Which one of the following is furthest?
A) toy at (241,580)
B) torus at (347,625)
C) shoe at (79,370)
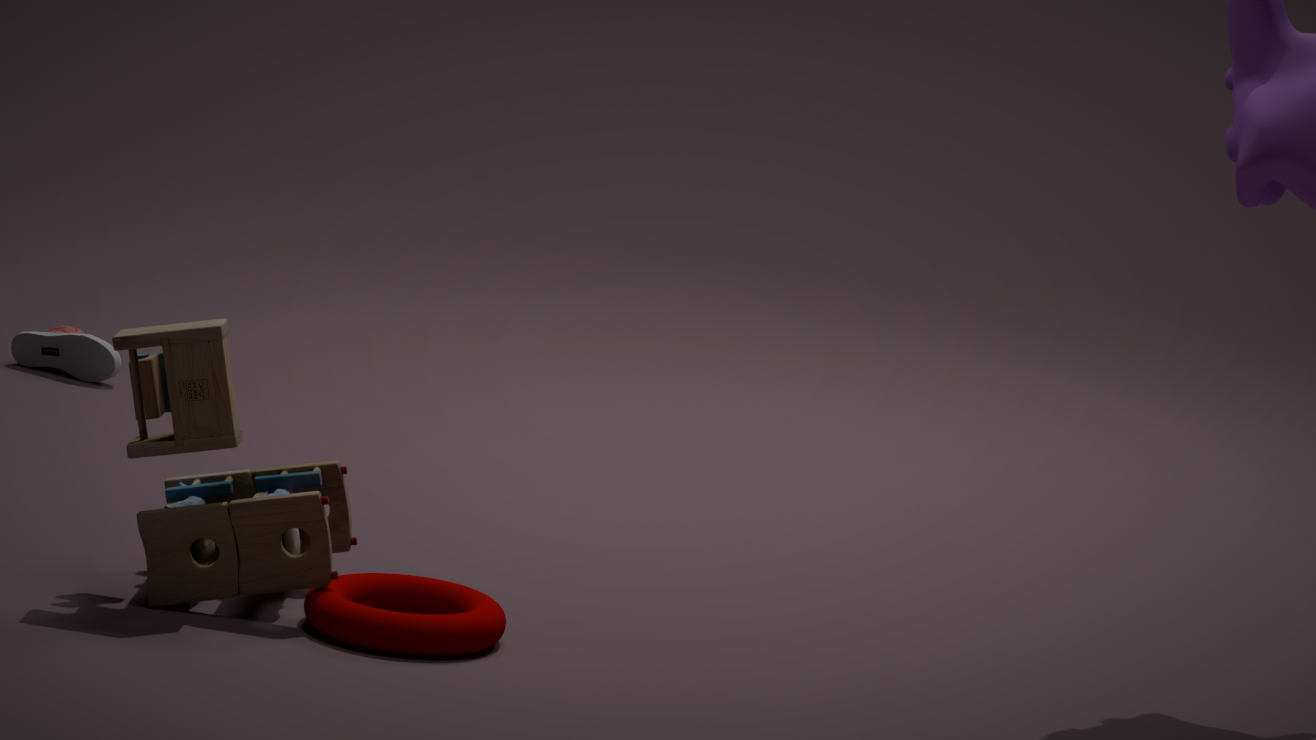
shoe at (79,370)
